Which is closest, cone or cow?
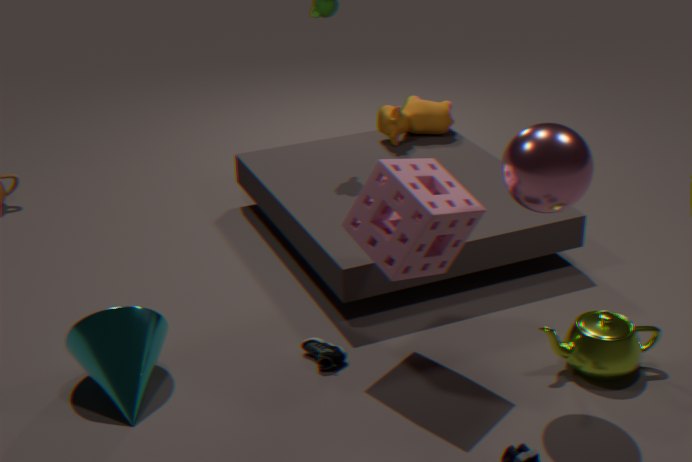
cone
